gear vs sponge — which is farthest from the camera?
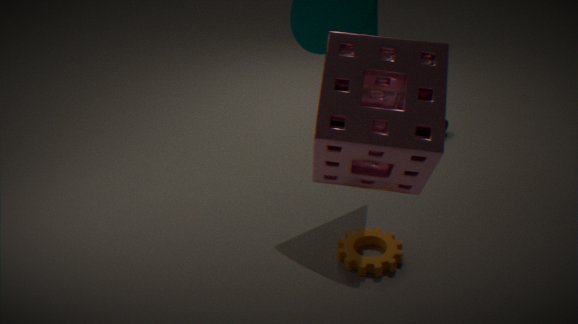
gear
